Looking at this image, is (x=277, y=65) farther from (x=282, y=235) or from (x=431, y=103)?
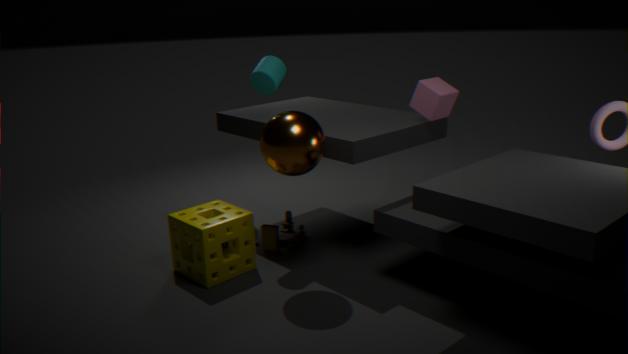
(x=282, y=235)
